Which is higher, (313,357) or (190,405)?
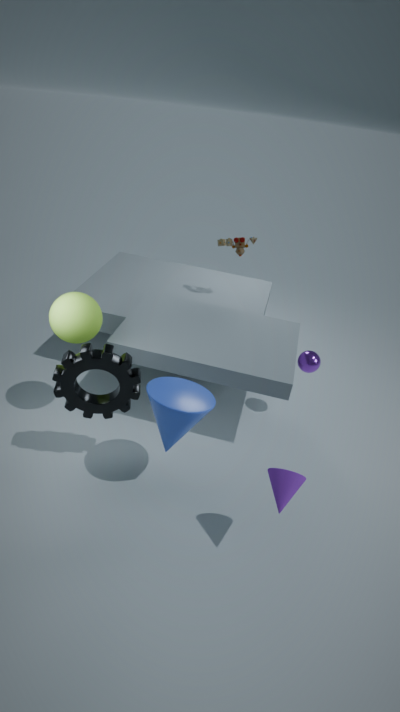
(190,405)
